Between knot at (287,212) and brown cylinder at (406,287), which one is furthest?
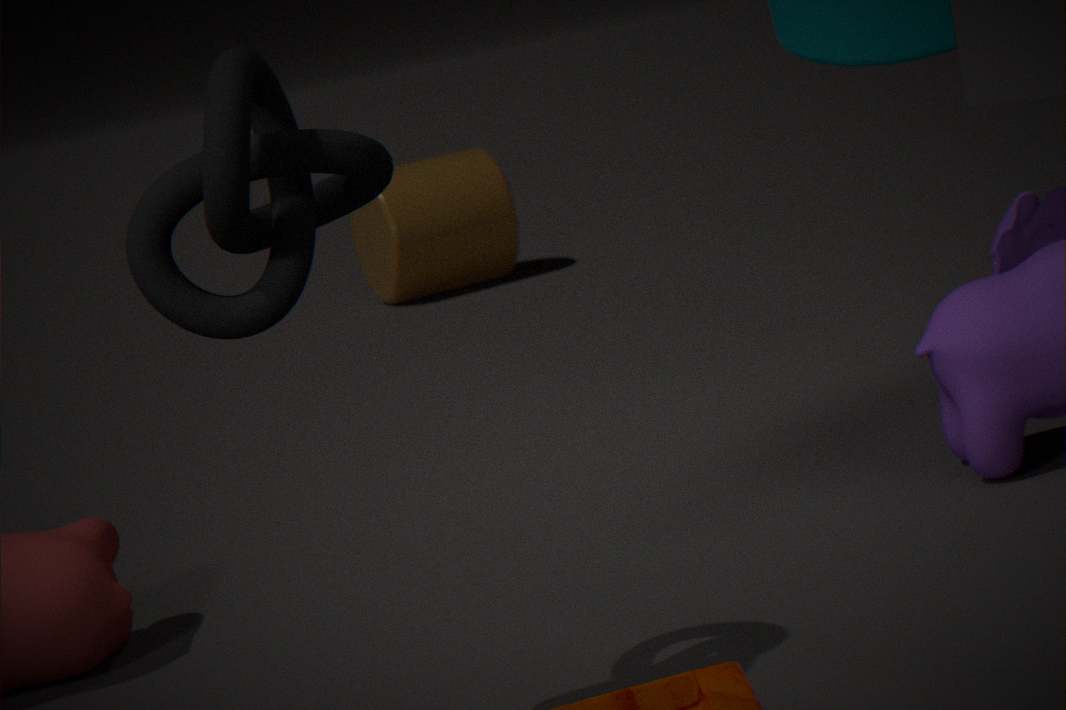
brown cylinder at (406,287)
